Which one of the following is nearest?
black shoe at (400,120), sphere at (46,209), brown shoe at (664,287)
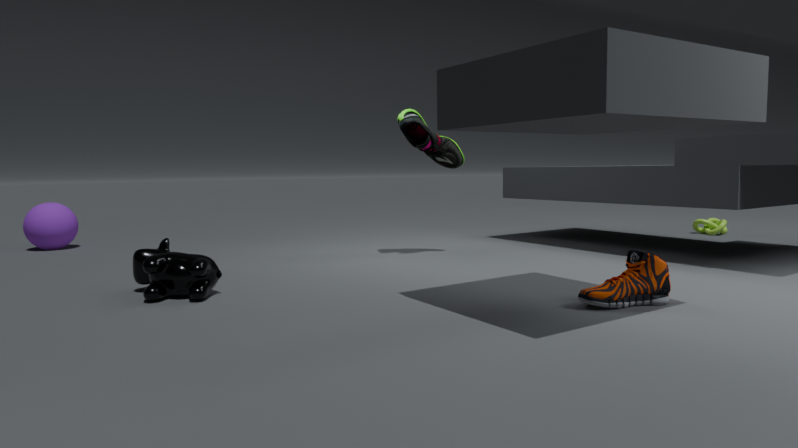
brown shoe at (664,287)
